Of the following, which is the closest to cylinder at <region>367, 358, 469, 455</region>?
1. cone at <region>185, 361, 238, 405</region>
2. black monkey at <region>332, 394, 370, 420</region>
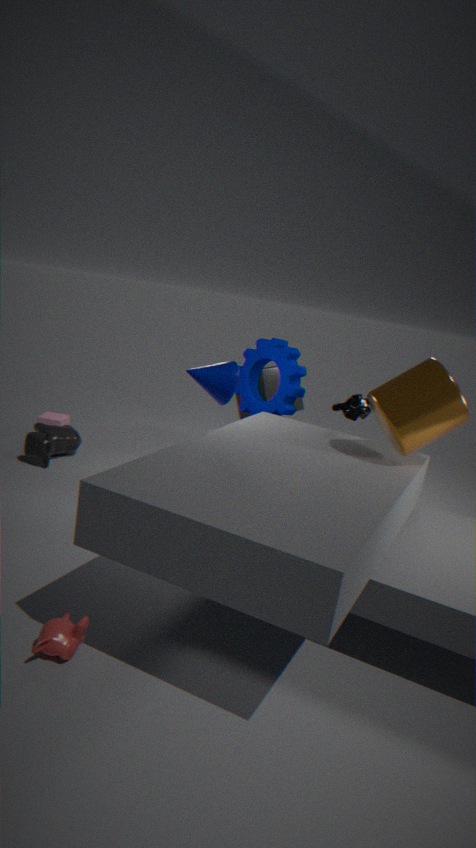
black monkey at <region>332, 394, 370, 420</region>
